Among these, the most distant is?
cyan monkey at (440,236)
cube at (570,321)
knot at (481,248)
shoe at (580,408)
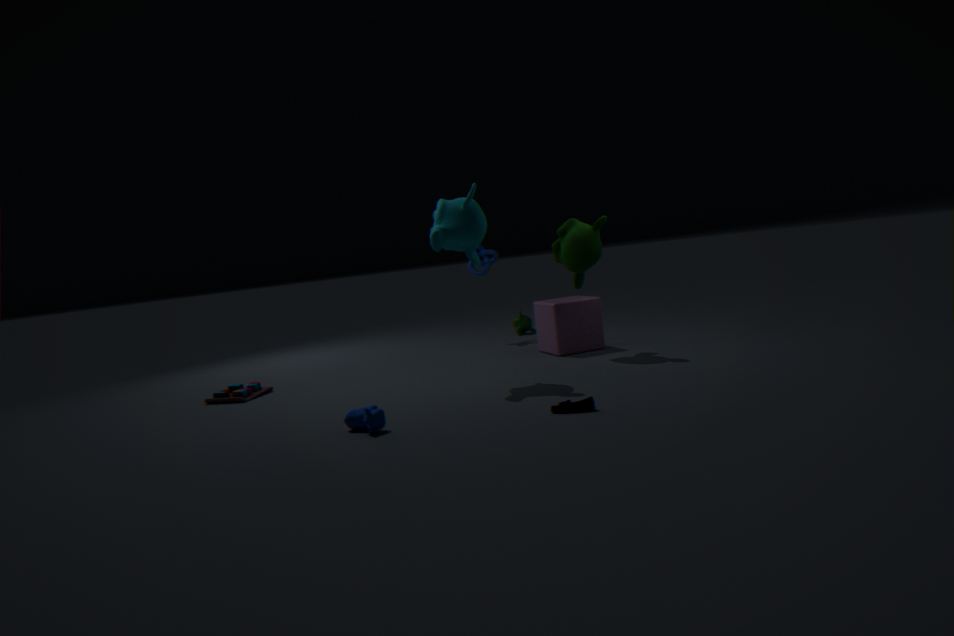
Result: knot at (481,248)
